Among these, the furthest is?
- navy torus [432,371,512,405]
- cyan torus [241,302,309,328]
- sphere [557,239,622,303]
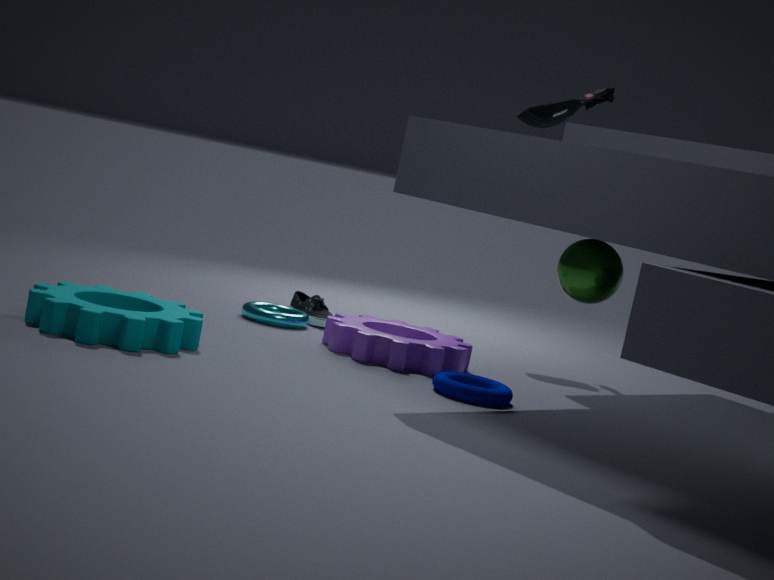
cyan torus [241,302,309,328]
